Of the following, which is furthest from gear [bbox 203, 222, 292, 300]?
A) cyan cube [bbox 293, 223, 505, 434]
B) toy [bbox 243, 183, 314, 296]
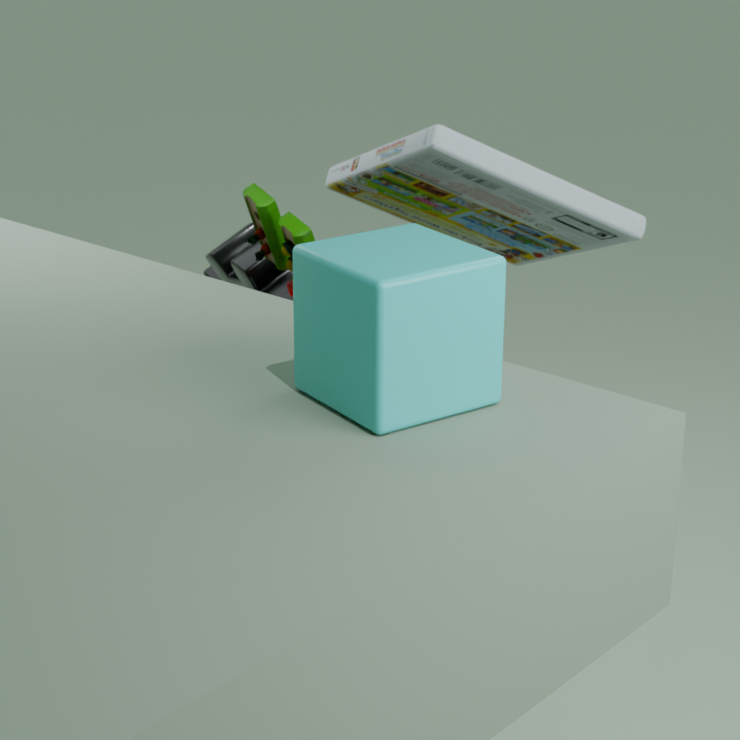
cyan cube [bbox 293, 223, 505, 434]
